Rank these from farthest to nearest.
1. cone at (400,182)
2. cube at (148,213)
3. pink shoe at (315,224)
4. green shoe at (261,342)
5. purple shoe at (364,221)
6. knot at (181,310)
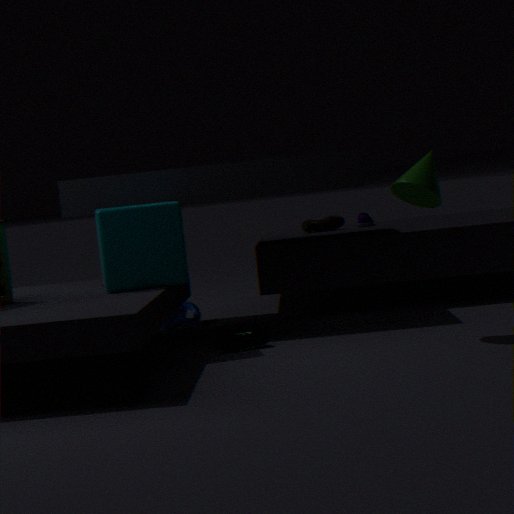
purple shoe at (364,221) < pink shoe at (315,224) < knot at (181,310) < green shoe at (261,342) < cube at (148,213) < cone at (400,182)
